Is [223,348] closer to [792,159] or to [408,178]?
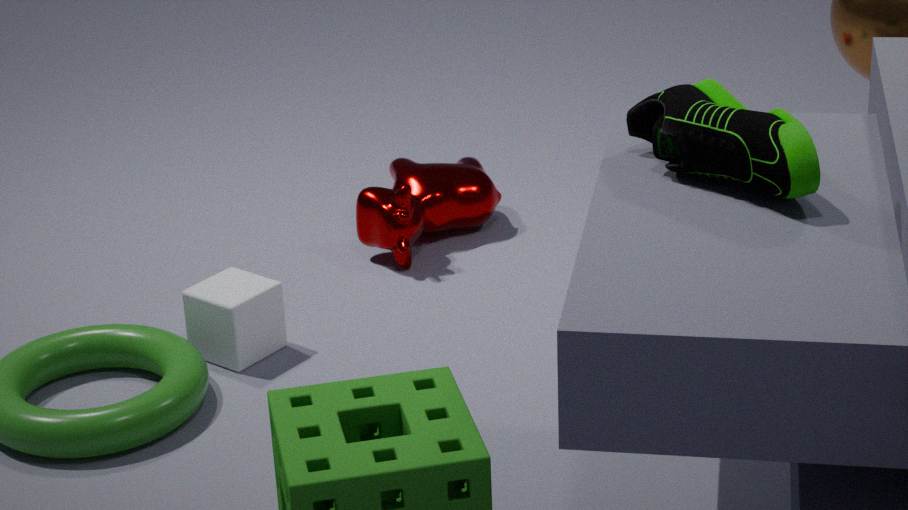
[408,178]
